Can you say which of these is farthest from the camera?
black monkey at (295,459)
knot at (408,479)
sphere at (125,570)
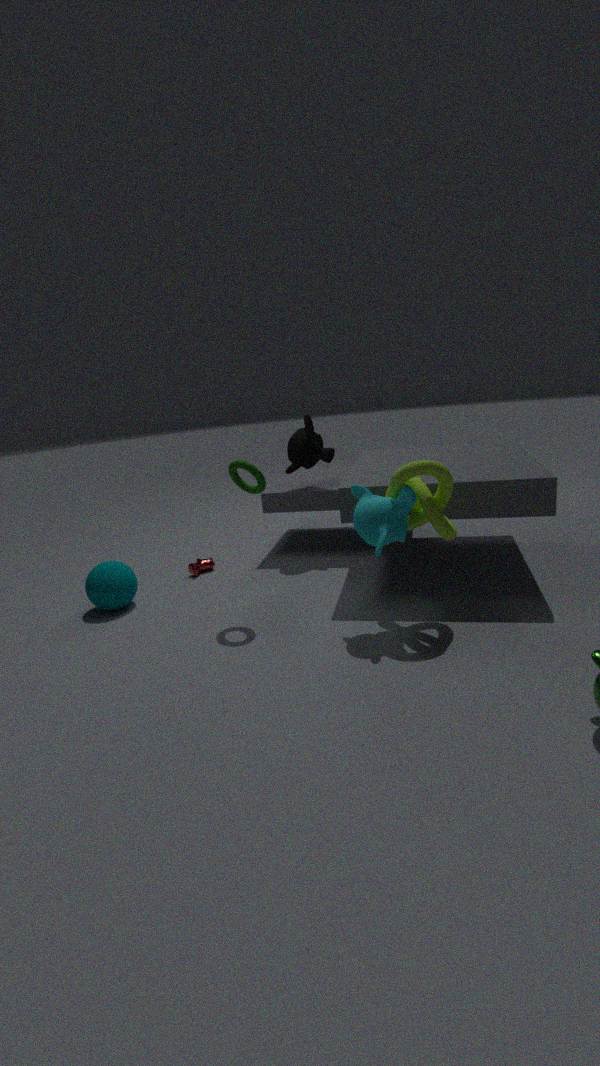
black monkey at (295,459)
